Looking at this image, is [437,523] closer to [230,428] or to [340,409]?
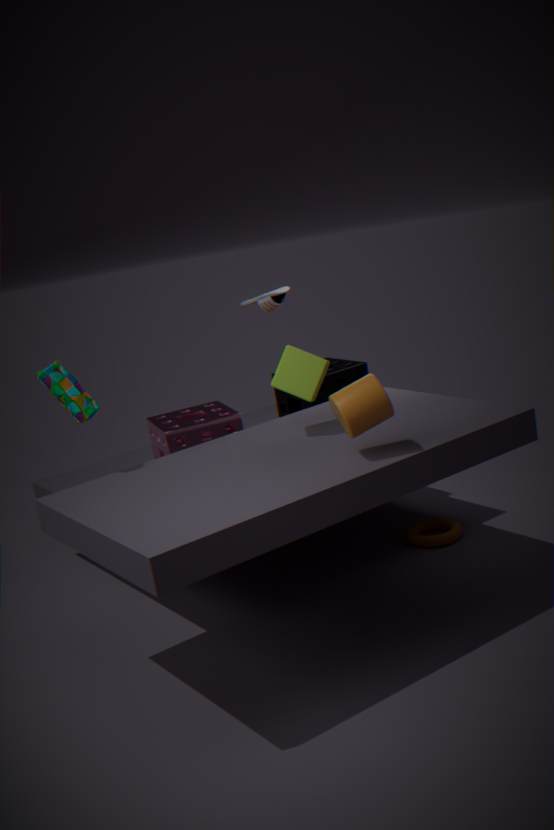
[230,428]
